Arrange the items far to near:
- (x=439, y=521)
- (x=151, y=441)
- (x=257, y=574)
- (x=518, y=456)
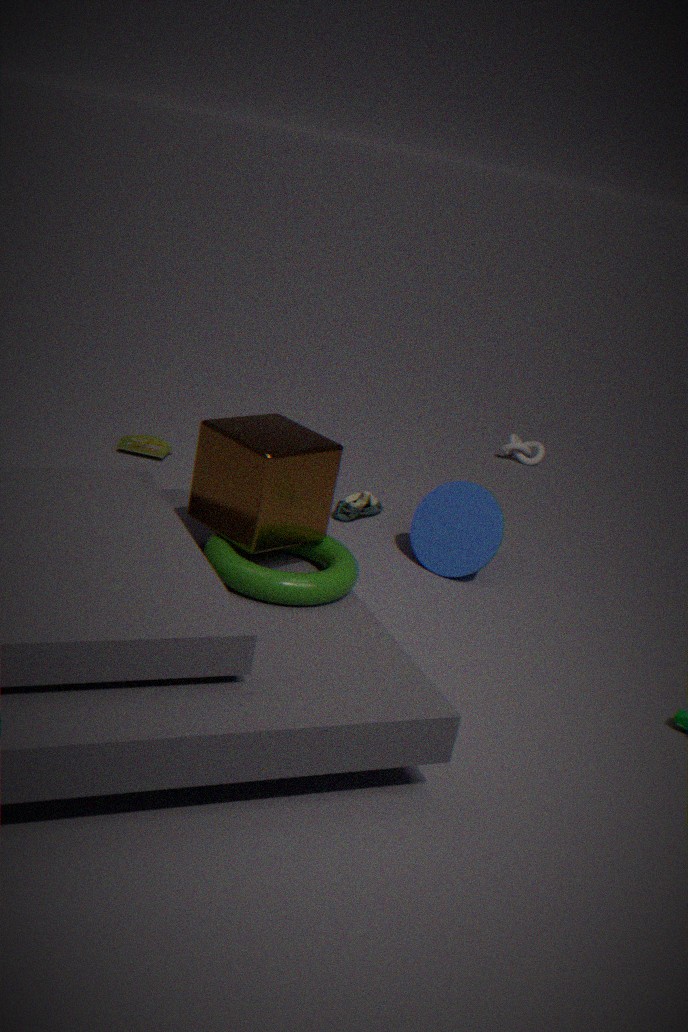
(x=518, y=456)
(x=151, y=441)
(x=439, y=521)
(x=257, y=574)
